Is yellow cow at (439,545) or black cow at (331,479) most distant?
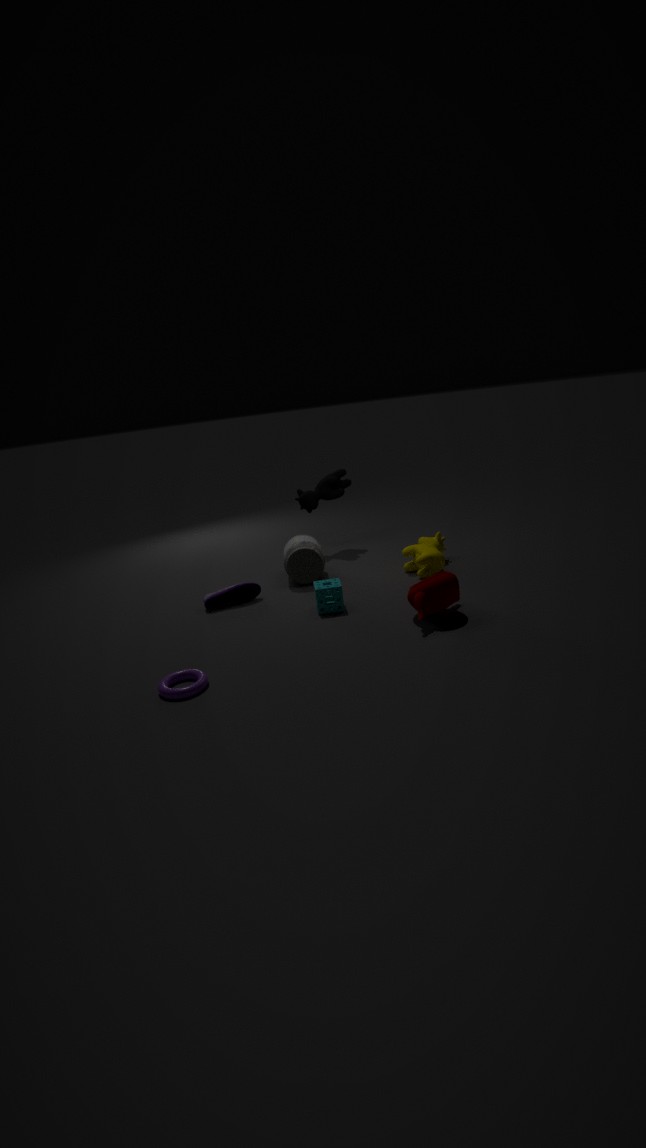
black cow at (331,479)
